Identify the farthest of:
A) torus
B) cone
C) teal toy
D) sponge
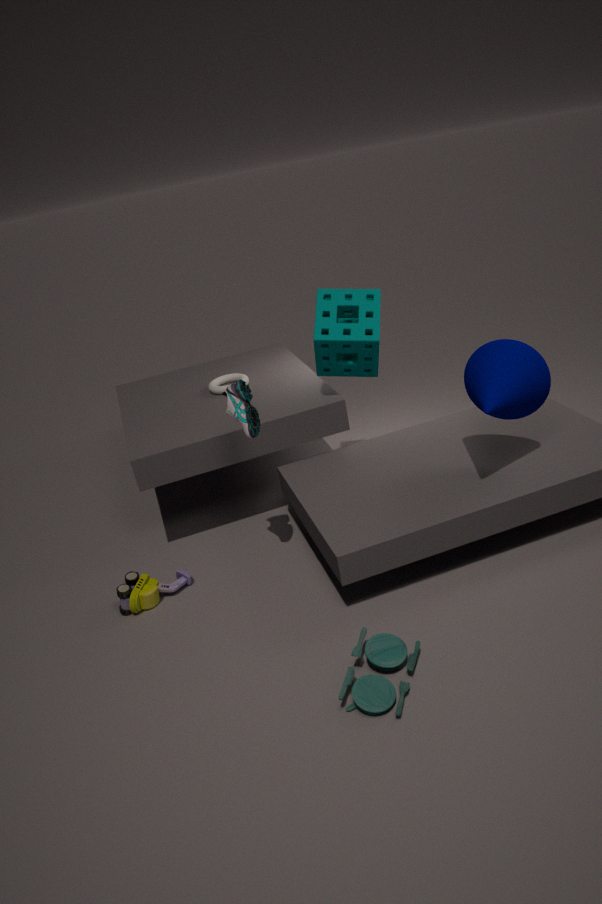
torus
